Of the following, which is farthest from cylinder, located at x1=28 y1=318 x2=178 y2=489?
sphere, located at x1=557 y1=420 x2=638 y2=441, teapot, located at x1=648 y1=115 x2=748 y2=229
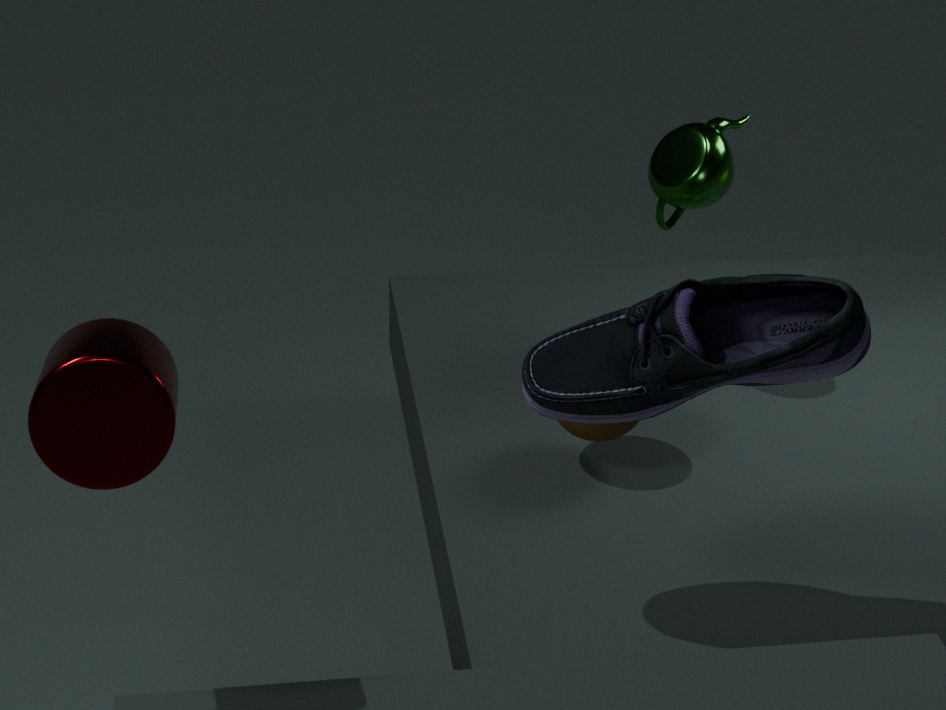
teapot, located at x1=648 y1=115 x2=748 y2=229
